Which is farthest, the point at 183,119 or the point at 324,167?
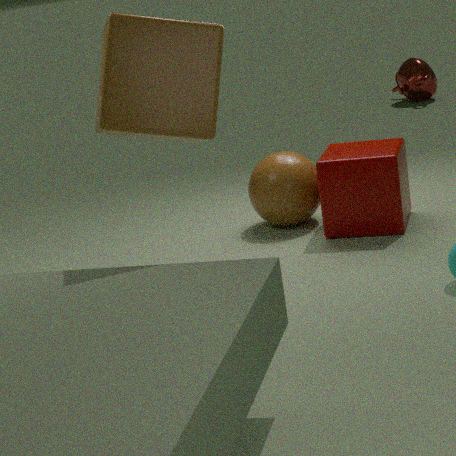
the point at 324,167
